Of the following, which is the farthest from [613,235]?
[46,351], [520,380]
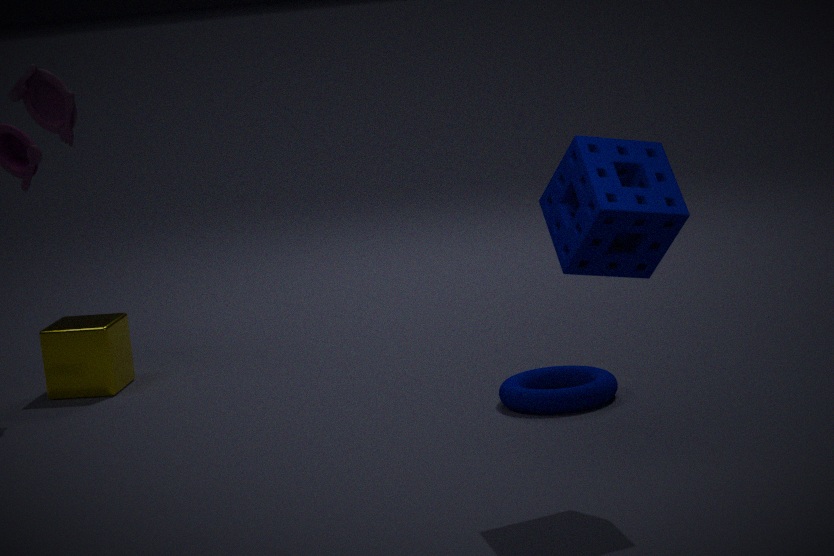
[46,351]
